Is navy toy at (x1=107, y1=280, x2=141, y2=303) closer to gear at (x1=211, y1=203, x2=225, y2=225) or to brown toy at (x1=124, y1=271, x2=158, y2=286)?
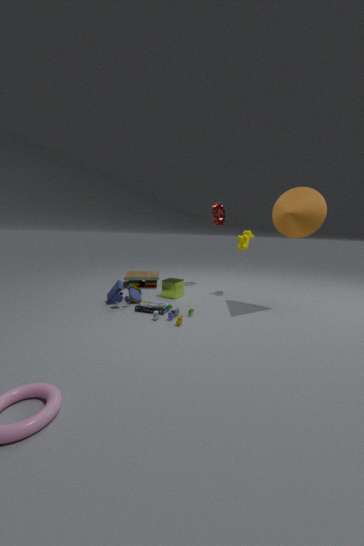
brown toy at (x1=124, y1=271, x2=158, y2=286)
